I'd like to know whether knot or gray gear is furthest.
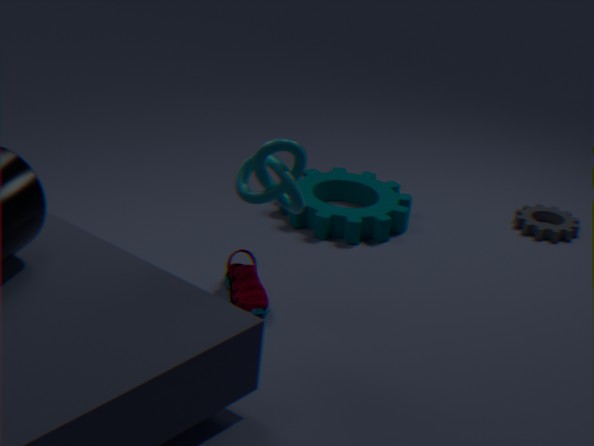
gray gear
